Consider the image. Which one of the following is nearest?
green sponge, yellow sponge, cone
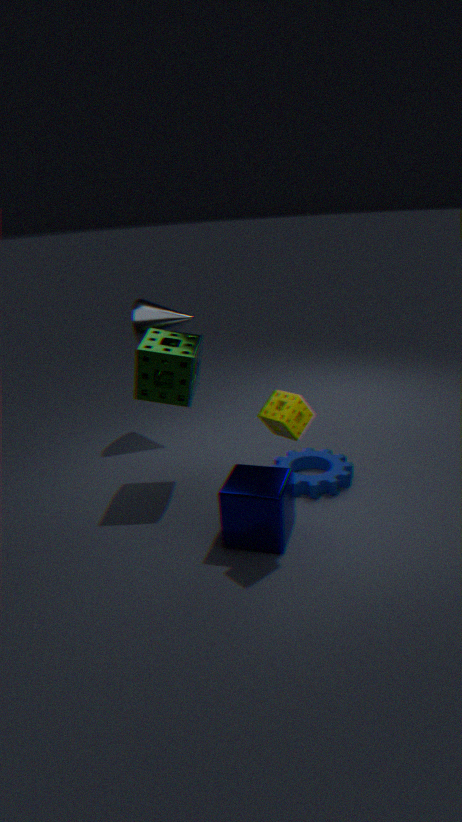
yellow sponge
